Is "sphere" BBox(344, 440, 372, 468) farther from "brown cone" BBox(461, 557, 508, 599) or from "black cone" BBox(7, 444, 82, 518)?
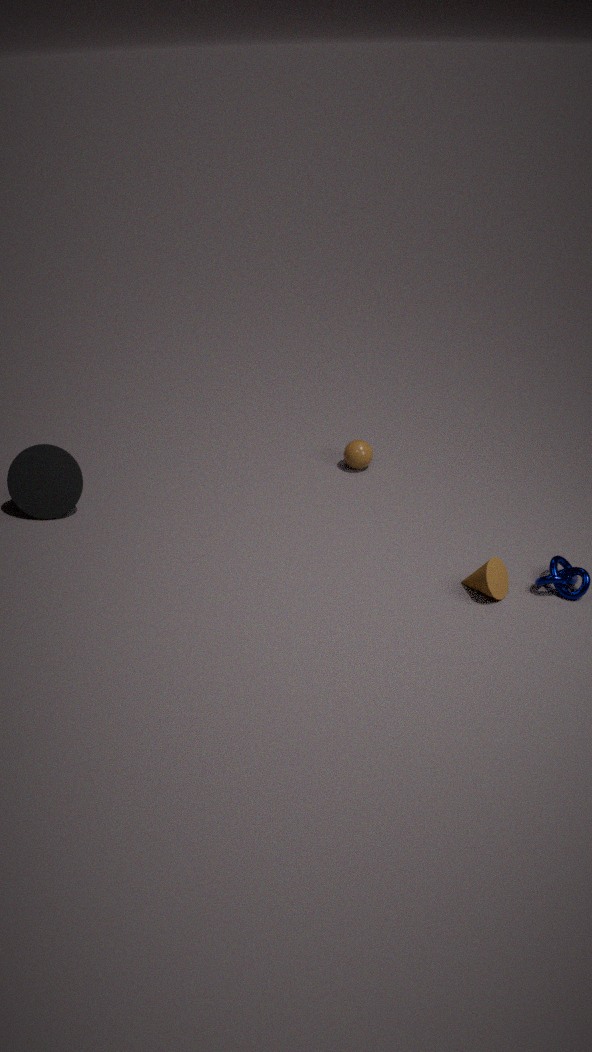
"black cone" BBox(7, 444, 82, 518)
